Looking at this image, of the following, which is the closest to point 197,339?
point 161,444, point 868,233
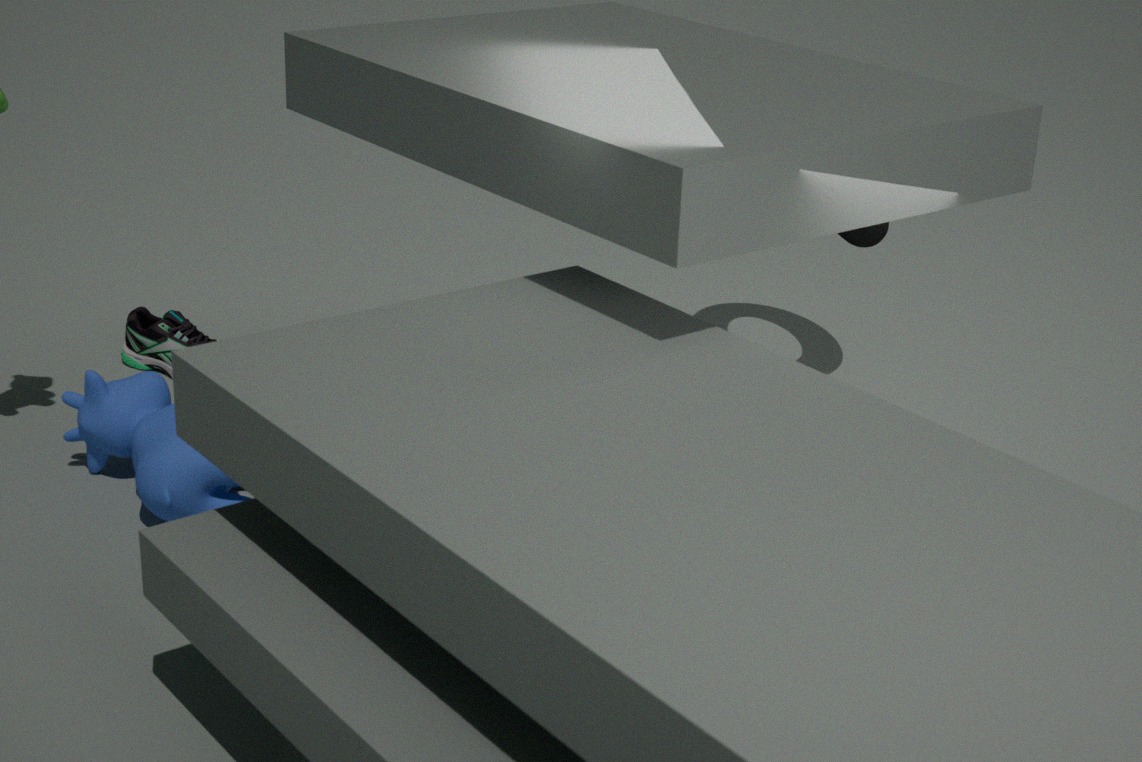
point 161,444
